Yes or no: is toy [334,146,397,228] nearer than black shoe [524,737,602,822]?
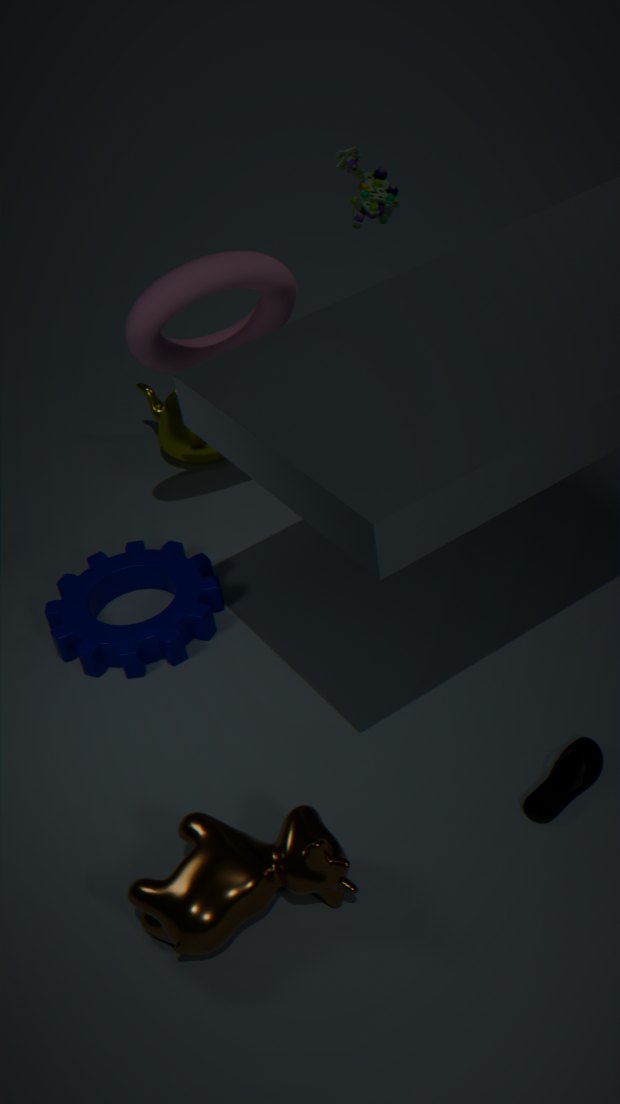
No
